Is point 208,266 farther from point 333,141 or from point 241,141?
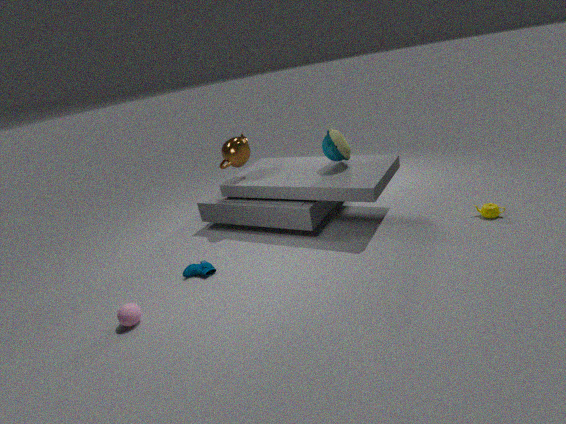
point 333,141
